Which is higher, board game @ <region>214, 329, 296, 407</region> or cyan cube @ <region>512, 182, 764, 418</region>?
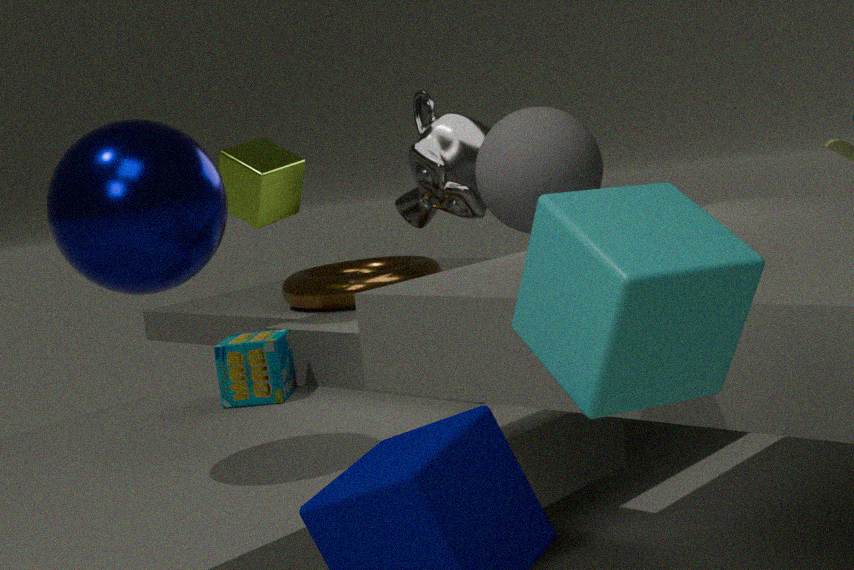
cyan cube @ <region>512, 182, 764, 418</region>
